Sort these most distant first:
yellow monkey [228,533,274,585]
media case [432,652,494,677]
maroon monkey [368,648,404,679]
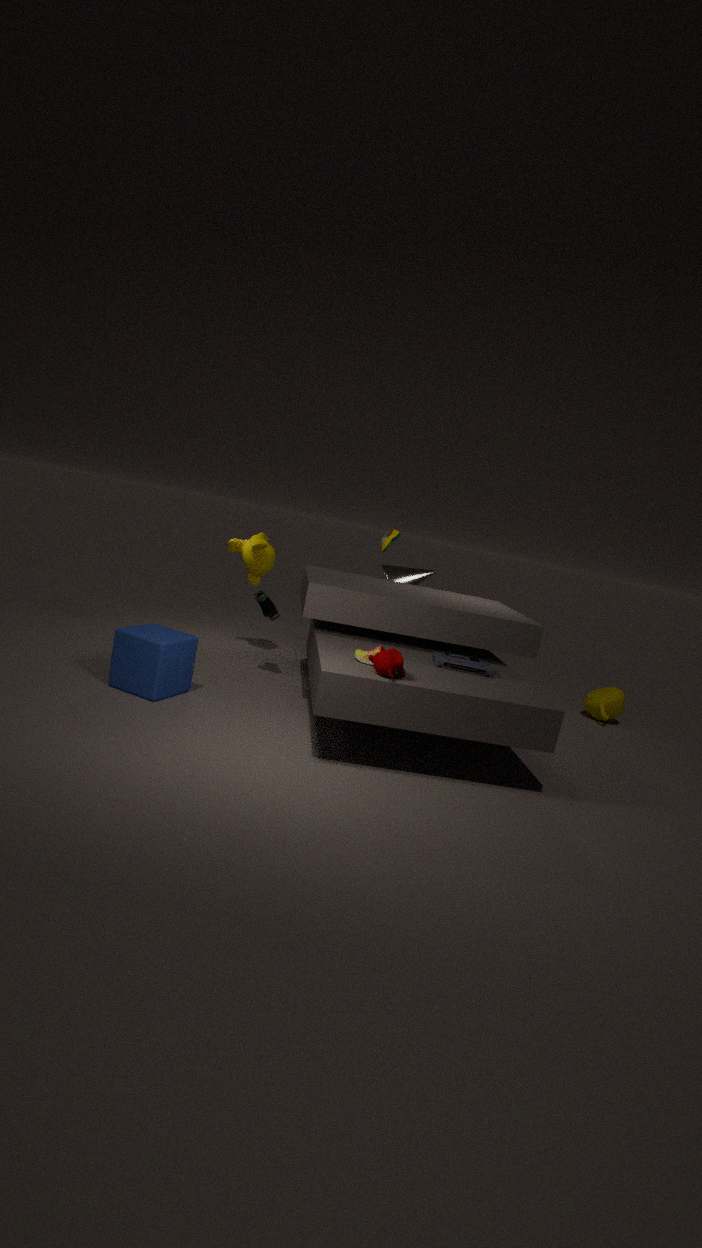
yellow monkey [228,533,274,585] < media case [432,652,494,677] < maroon monkey [368,648,404,679]
